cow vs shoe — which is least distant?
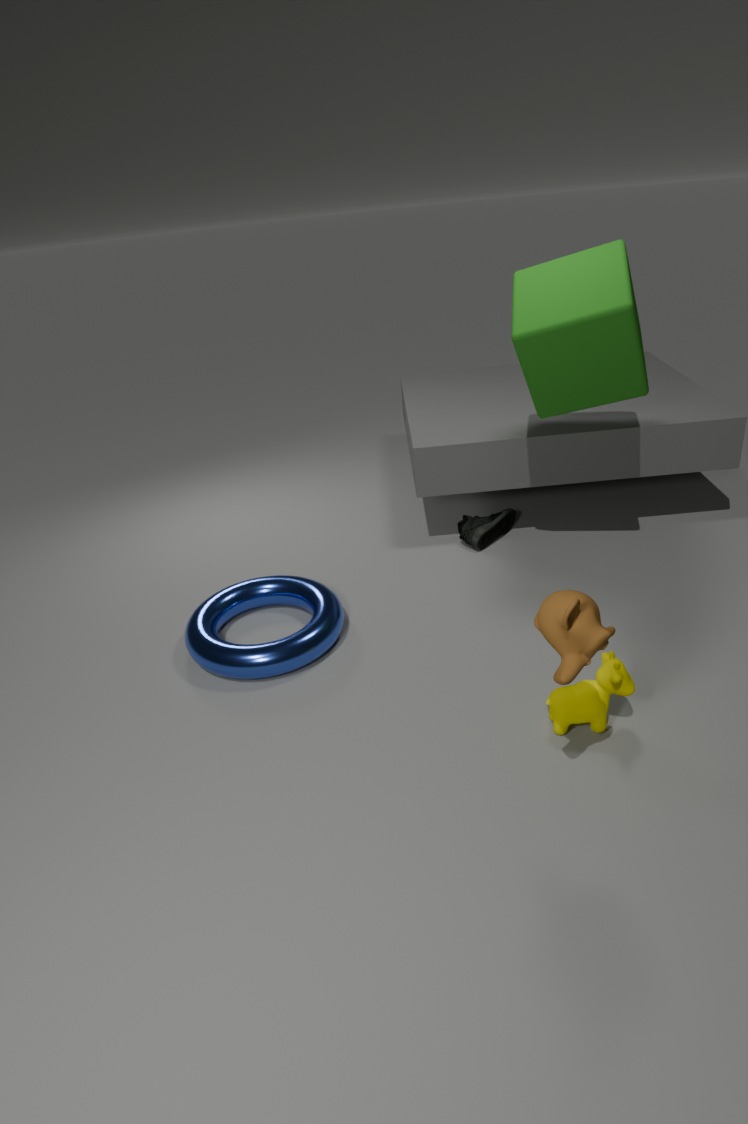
cow
